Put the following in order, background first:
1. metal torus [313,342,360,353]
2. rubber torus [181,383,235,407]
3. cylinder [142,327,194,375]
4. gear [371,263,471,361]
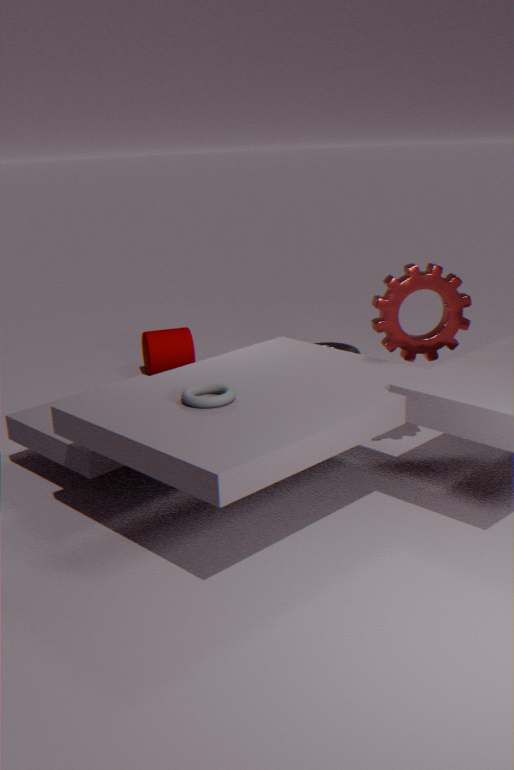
1. metal torus [313,342,360,353]
2. cylinder [142,327,194,375]
3. gear [371,263,471,361]
4. rubber torus [181,383,235,407]
